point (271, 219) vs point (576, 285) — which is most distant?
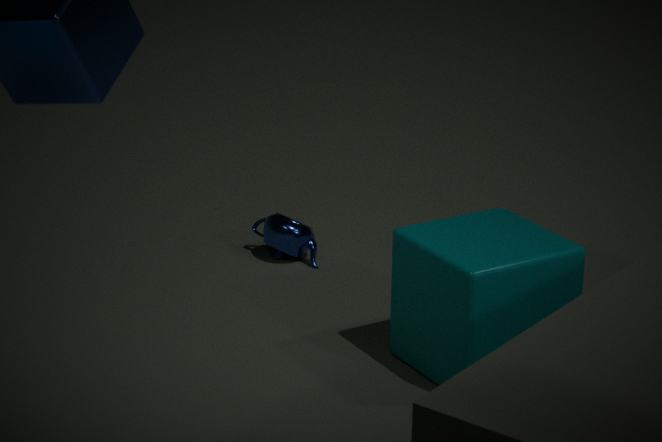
point (271, 219)
